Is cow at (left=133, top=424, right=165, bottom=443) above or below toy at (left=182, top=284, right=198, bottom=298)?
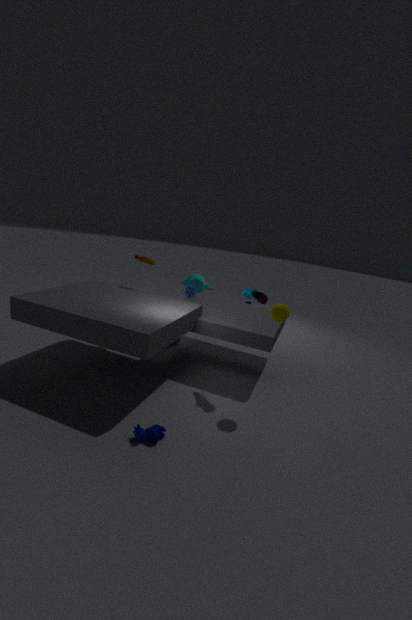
below
